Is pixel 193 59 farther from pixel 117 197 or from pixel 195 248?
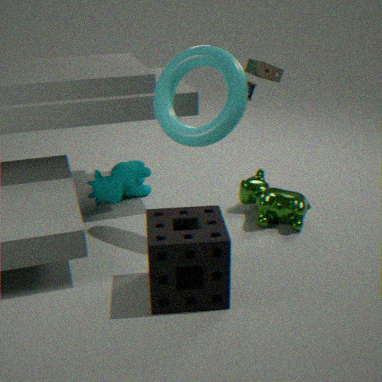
pixel 117 197
